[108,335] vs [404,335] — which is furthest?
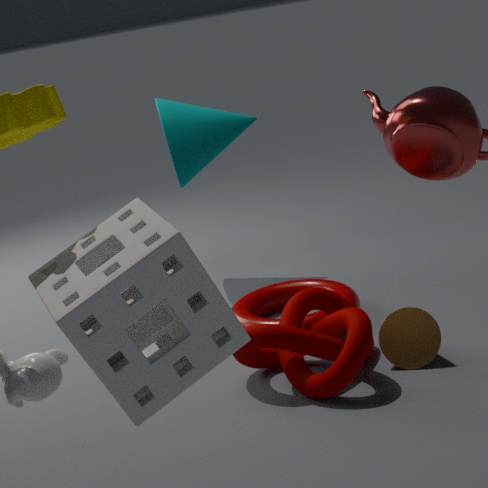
[404,335]
